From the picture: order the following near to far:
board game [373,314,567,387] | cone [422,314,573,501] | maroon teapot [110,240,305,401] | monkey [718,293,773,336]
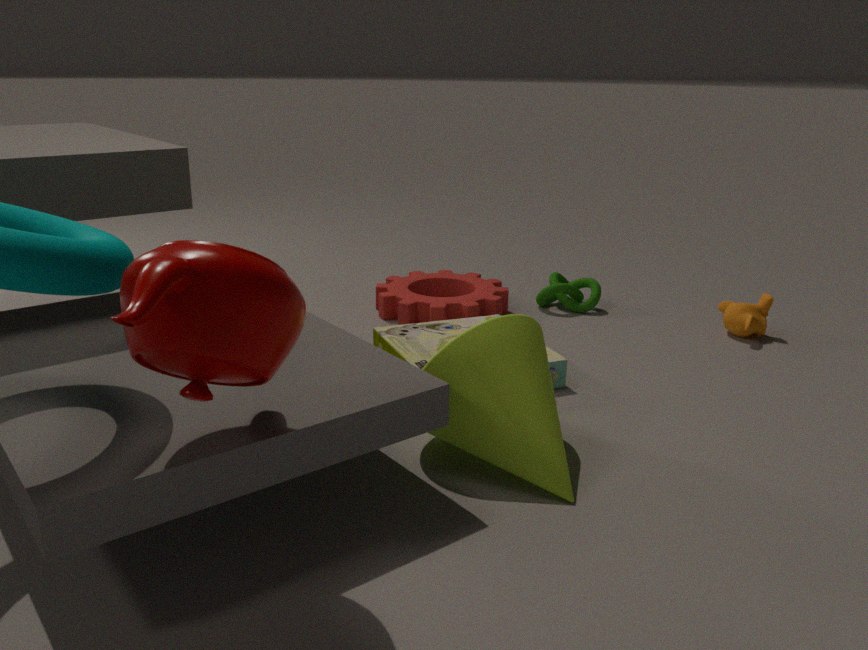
maroon teapot [110,240,305,401] < cone [422,314,573,501] < board game [373,314,567,387] < monkey [718,293,773,336]
